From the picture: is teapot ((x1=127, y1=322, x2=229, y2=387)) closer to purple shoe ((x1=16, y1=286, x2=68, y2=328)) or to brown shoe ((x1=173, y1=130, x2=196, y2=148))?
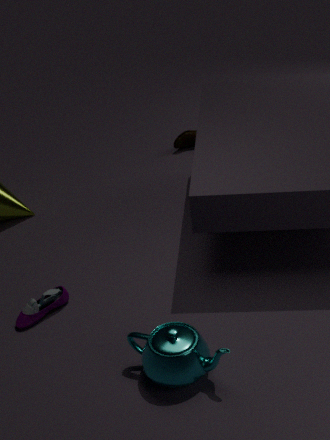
purple shoe ((x1=16, y1=286, x2=68, y2=328))
